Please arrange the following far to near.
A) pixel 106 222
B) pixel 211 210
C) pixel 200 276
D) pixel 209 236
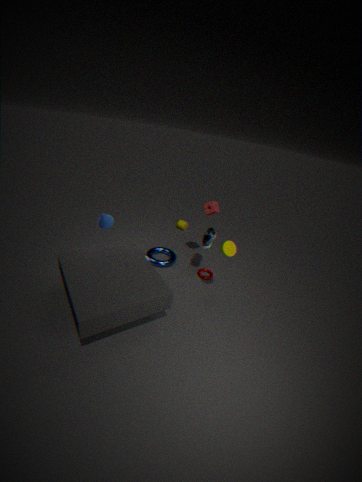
pixel 200 276
pixel 211 210
pixel 209 236
pixel 106 222
